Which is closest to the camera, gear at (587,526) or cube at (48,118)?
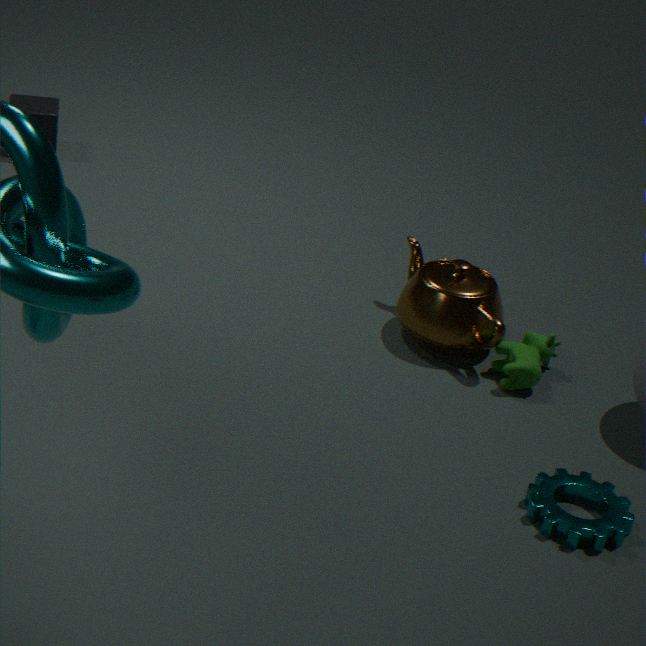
gear at (587,526)
